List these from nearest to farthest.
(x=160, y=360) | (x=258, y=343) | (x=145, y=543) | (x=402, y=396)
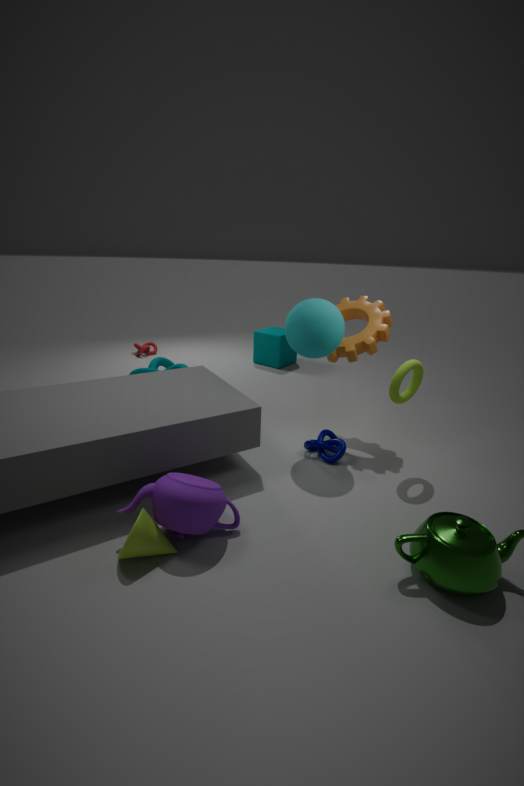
(x=145, y=543) < (x=402, y=396) < (x=160, y=360) < (x=258, y=343)
